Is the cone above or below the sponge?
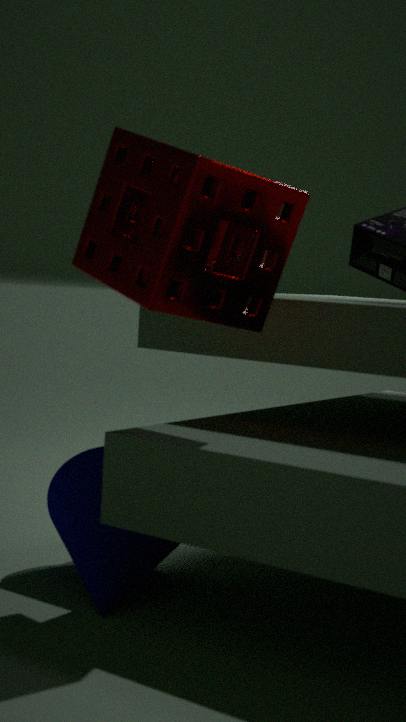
below
